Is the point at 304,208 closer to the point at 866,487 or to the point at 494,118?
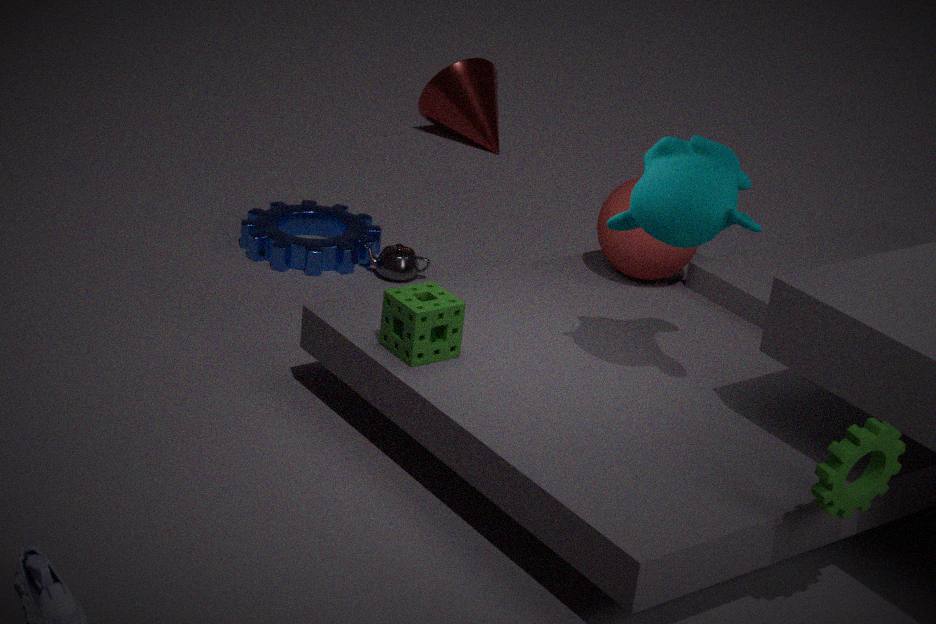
the point at 494,118
